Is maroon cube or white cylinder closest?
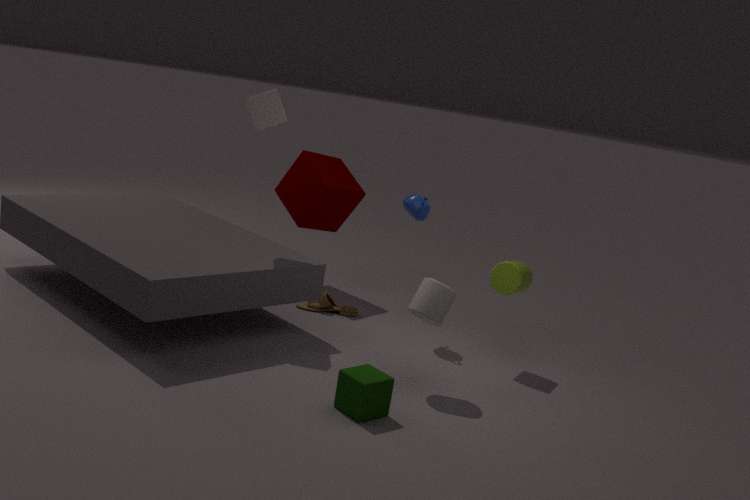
white cylinder
